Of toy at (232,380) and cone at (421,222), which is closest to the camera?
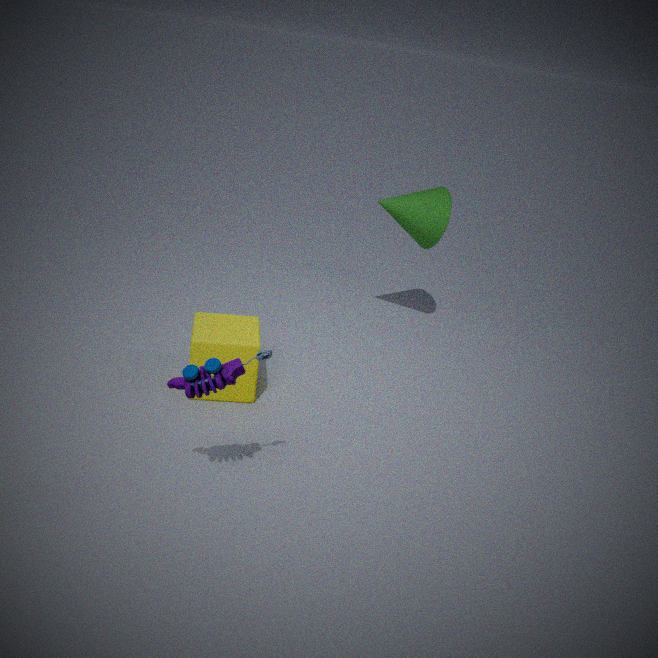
toy at (232,380)
